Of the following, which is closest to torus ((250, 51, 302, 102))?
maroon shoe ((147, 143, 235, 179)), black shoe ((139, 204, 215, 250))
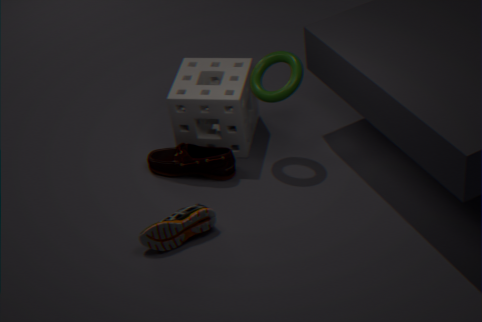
maroon shoe ((147, 143, 235, 179))
